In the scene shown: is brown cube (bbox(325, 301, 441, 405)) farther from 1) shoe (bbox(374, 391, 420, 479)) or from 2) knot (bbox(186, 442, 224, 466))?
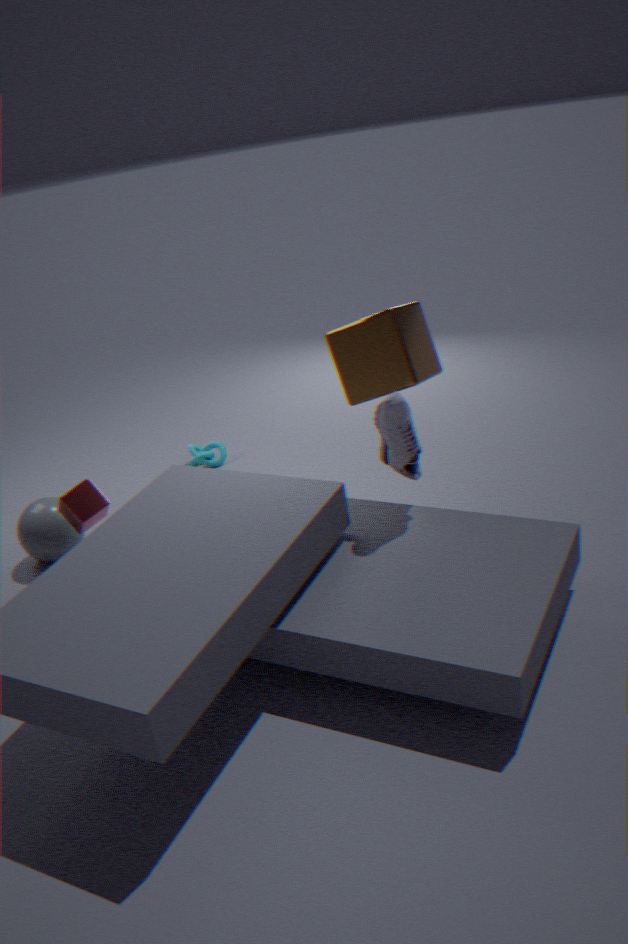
2) knot (bbox(186, 442, 224, 466))
